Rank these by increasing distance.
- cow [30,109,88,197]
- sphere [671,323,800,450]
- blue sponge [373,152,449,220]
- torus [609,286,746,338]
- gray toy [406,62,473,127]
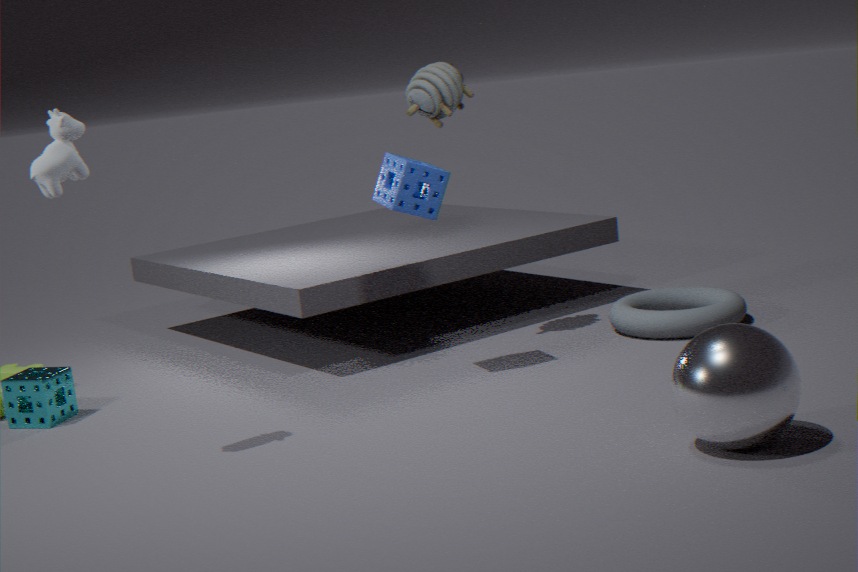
sphere [671,323,800,450] → cow [30,109,88,197] → blue sponge [373,152,449,220] → torus [609,286,746,338] → gray toy [406,62,473,127]
